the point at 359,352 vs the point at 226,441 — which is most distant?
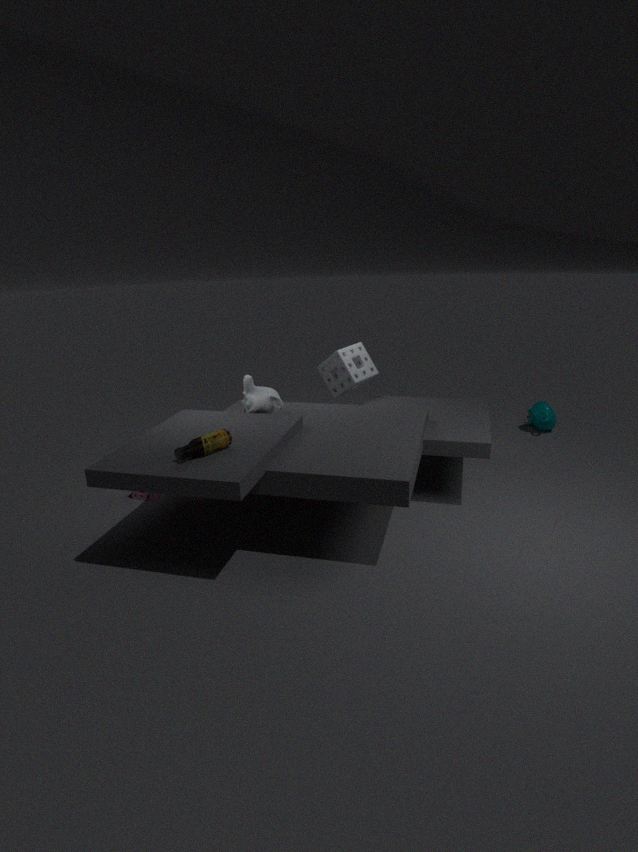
the point at 359,352
